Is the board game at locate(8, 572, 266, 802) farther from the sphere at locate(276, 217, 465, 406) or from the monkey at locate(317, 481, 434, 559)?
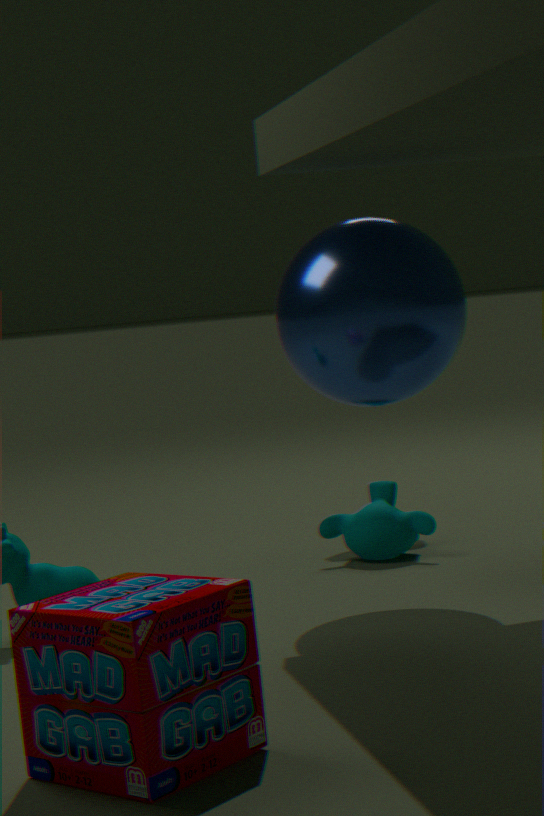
the monkey at locate(317, 481, 434, 559)
